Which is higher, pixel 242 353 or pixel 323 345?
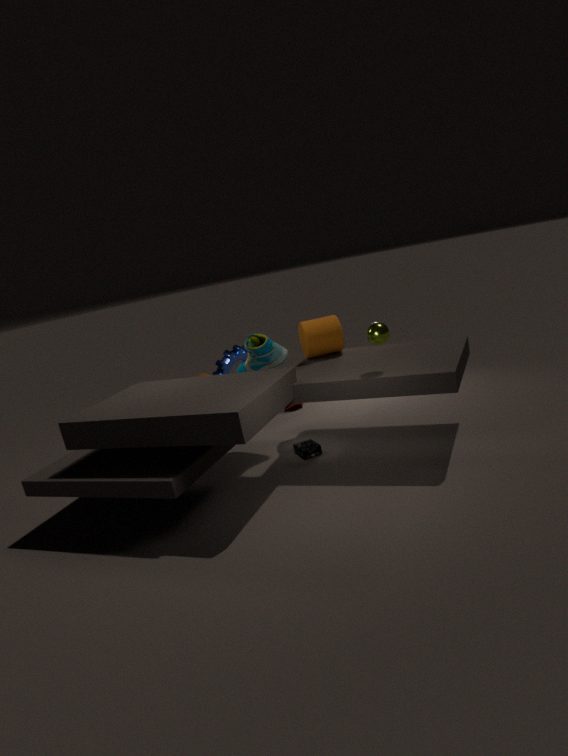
pixel 323 345
